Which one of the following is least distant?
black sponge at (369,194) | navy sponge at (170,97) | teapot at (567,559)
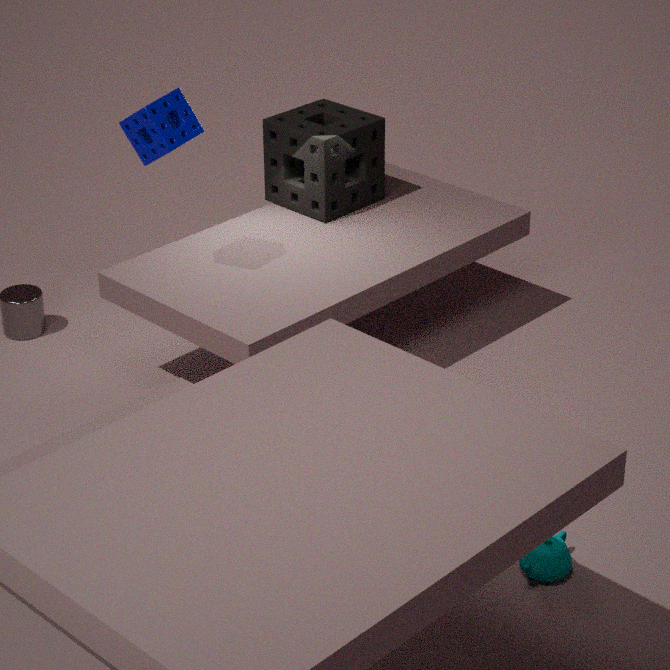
teapot at (567,559)
